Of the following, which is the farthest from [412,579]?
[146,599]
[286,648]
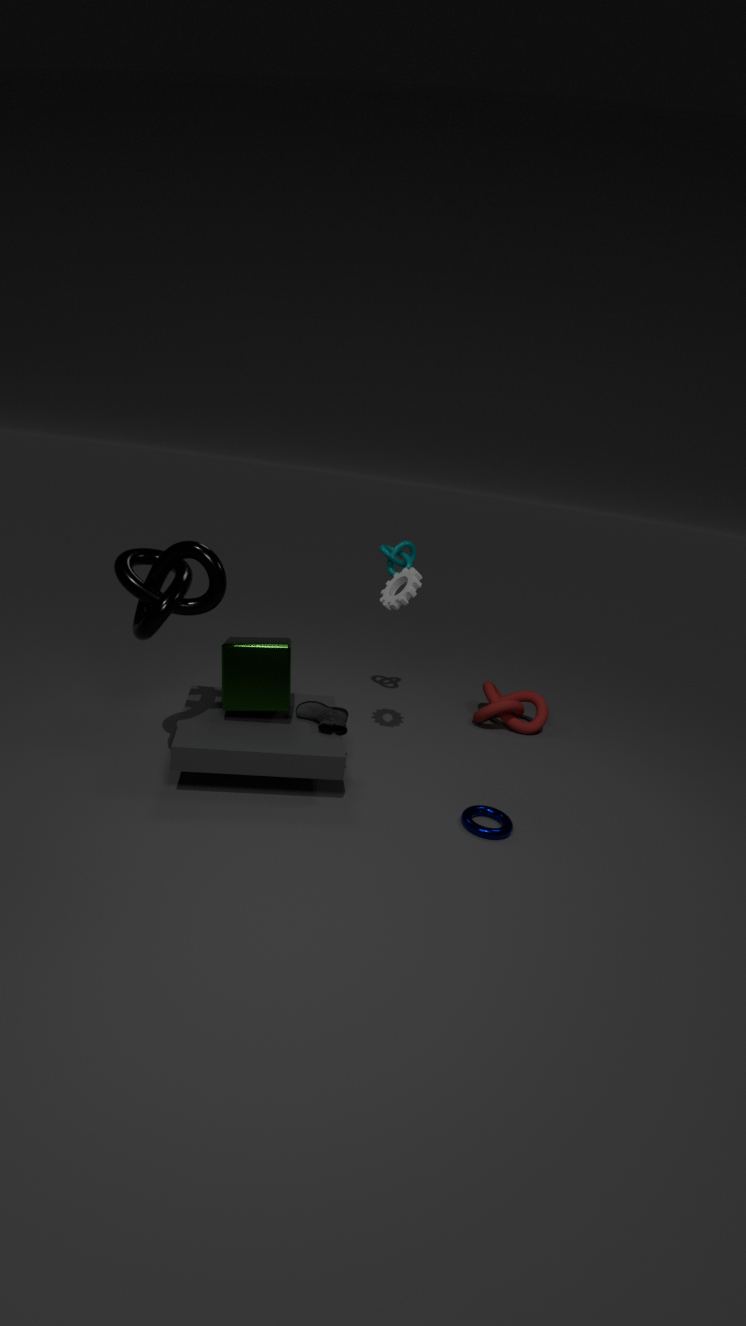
[146,599]
